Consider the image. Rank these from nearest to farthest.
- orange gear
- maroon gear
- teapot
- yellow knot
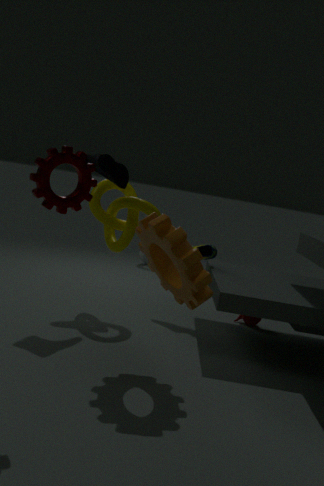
maroon gear, orange gear, yellow knot, teapot
